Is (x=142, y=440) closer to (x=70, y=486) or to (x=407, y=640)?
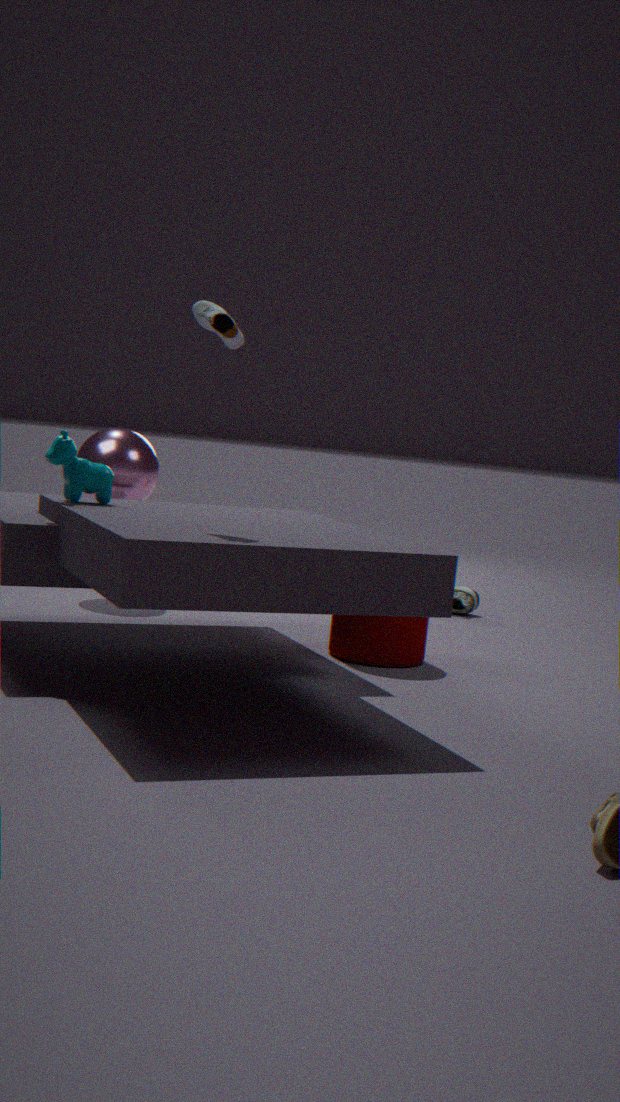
(x=407, y=640)
